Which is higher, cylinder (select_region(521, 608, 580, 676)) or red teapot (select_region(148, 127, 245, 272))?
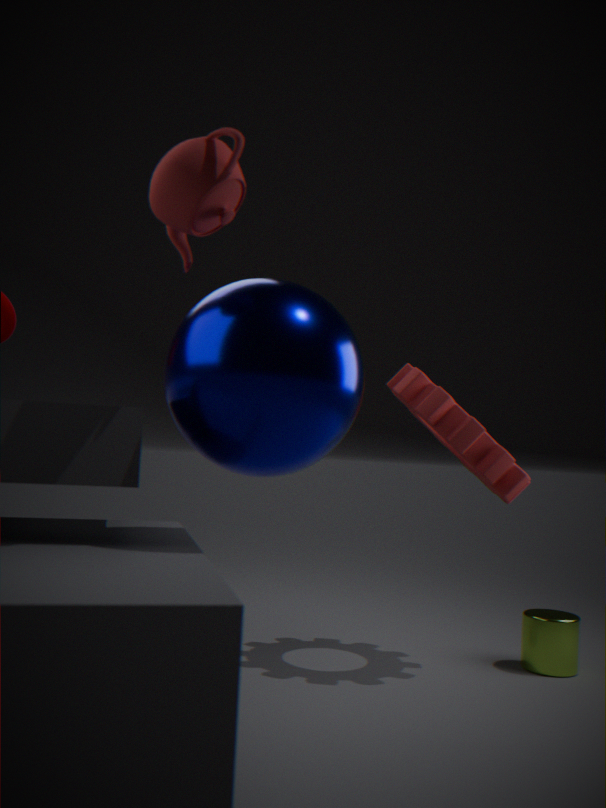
red teapot (select_region(148, 127, 245, 272))
